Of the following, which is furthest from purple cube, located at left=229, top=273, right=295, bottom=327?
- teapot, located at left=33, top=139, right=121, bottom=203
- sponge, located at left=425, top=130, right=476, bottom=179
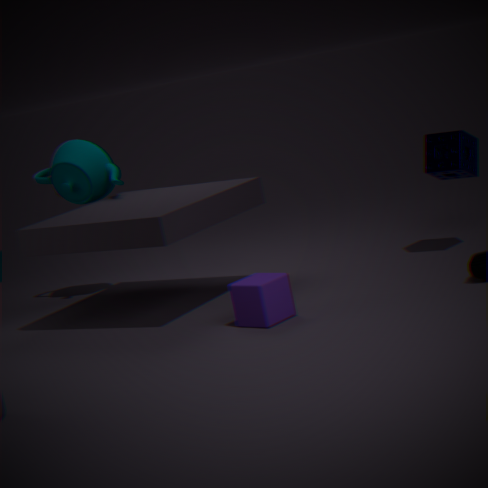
teapot, located at left=33, top=139, right=121, bottom=203
